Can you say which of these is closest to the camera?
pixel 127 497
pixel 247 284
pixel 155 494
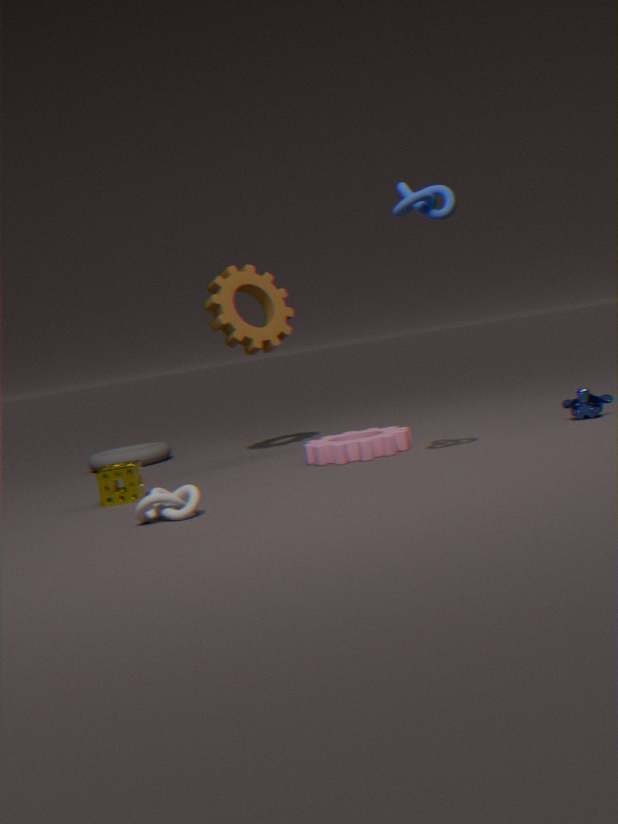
pixel 155 494
